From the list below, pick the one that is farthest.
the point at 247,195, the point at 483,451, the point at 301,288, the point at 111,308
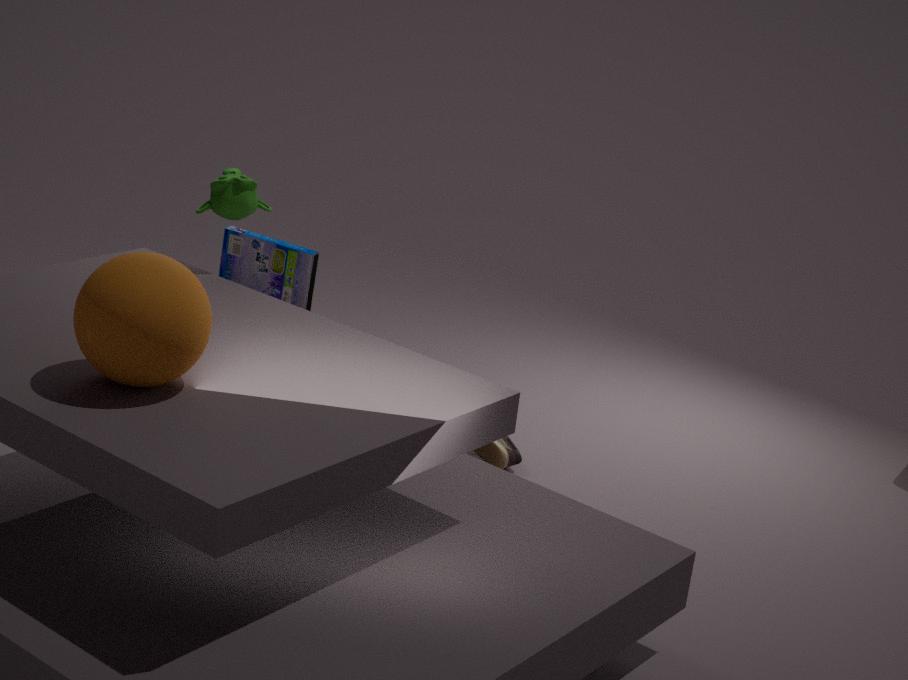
the point at 483,451
